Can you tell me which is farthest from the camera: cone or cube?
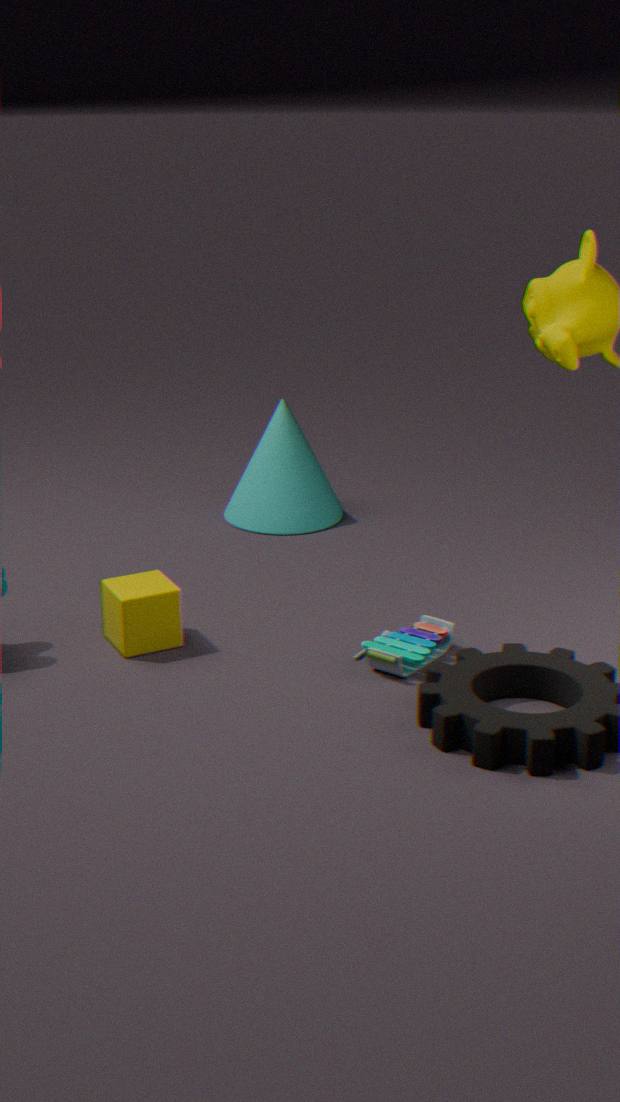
cone
